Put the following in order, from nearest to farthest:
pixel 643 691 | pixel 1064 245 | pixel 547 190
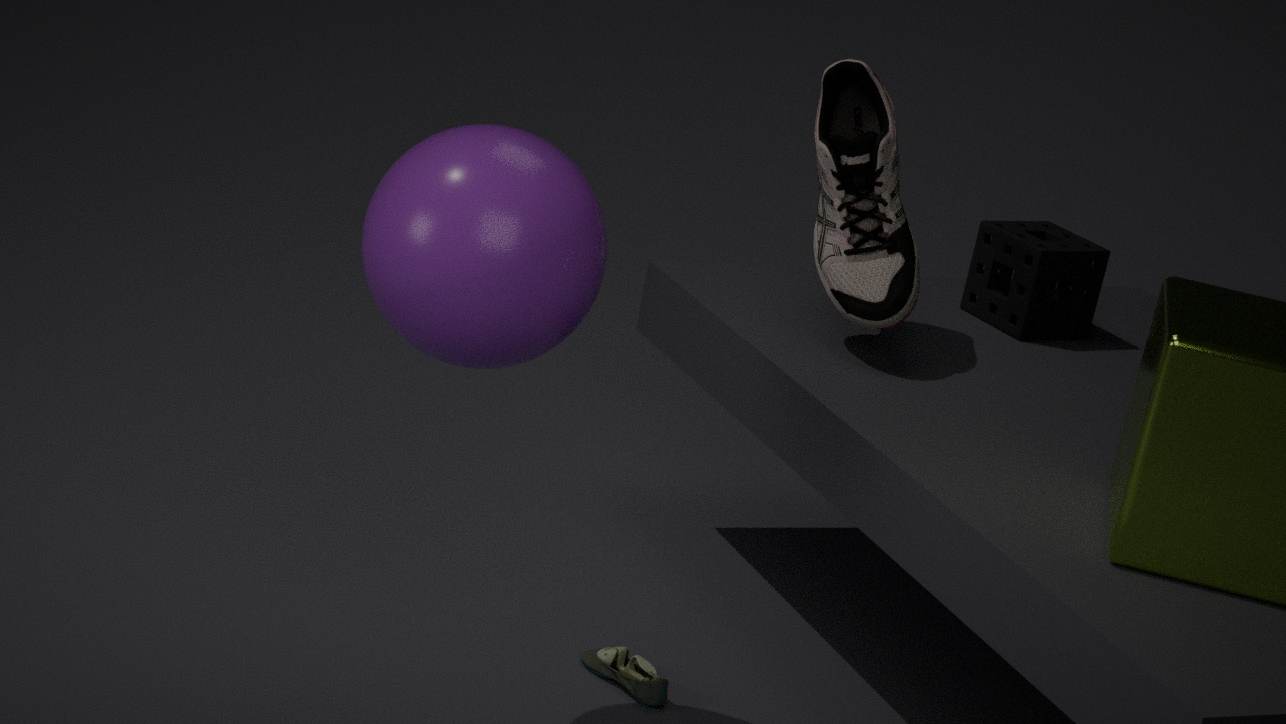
pixel 547 190, pixel 643 691, pixel 1064 245
